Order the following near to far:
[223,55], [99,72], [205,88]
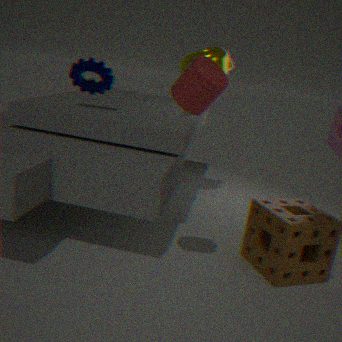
[205,88] < [99,72] < [223,55]
